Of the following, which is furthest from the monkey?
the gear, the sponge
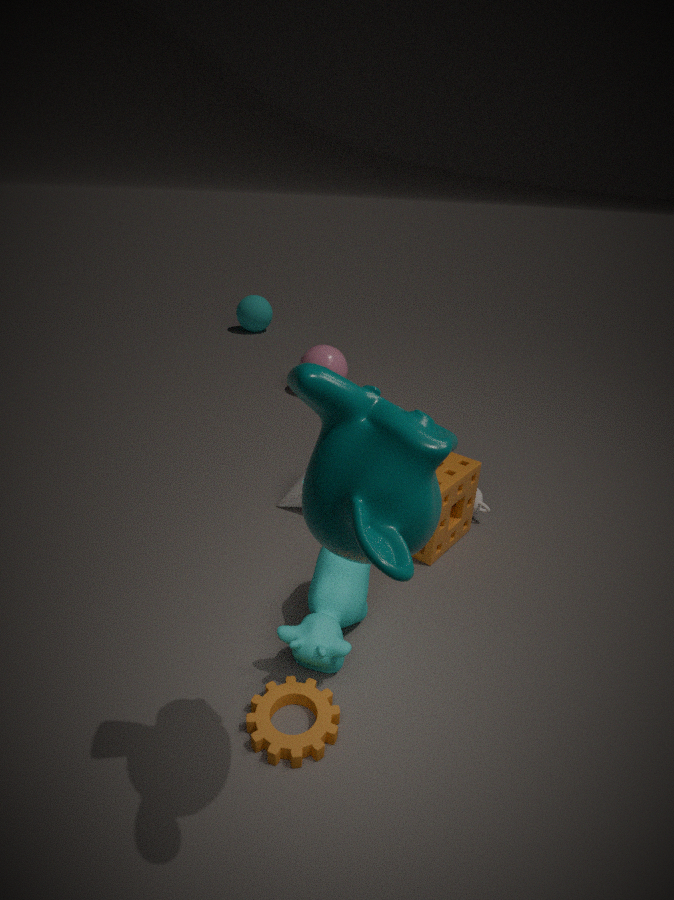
the sponge
